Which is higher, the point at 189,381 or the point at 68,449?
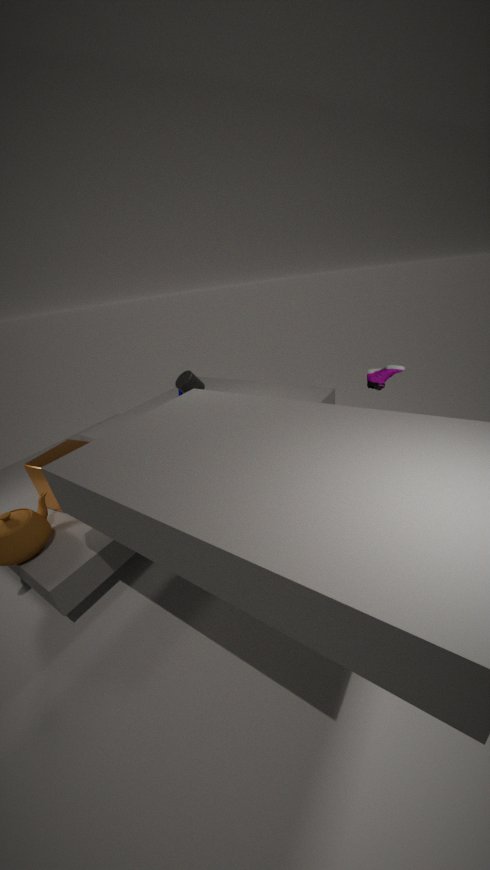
the point at 189,381
